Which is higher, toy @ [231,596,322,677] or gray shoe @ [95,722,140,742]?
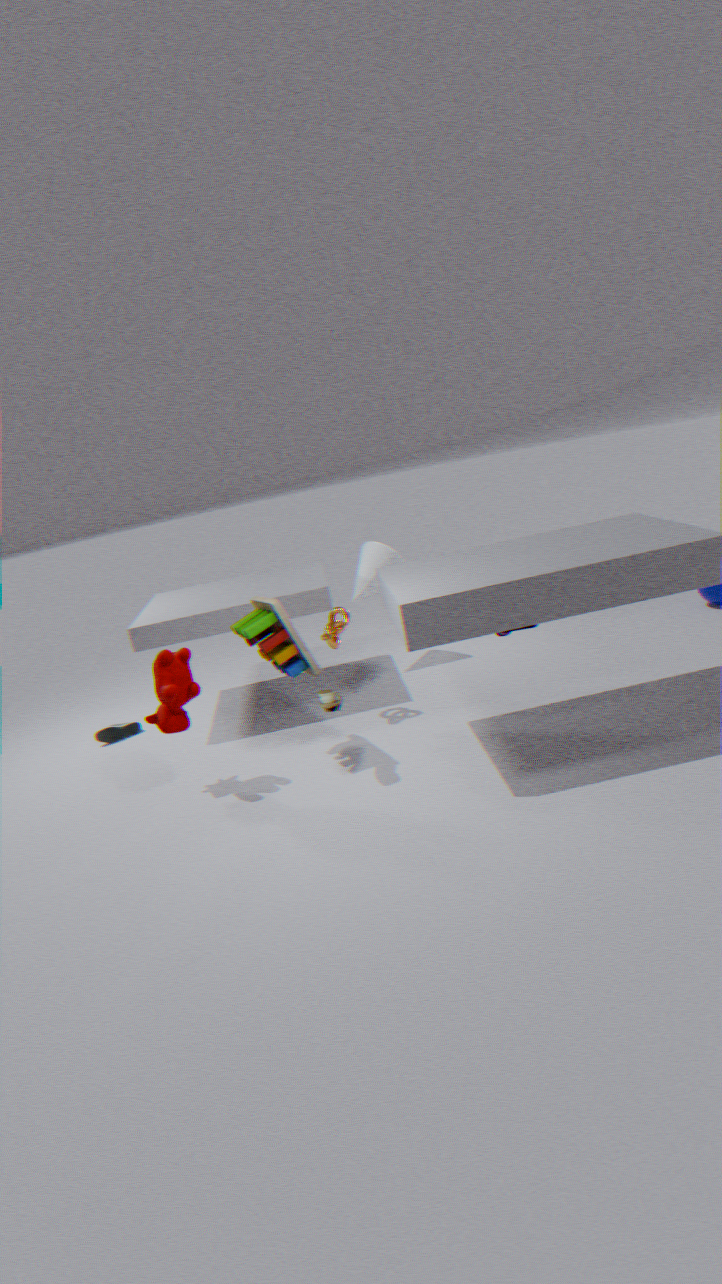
toy @ [231,596,322,677]
